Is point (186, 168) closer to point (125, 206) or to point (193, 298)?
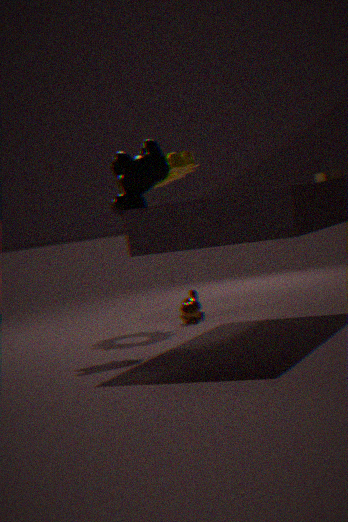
point (125, 206)
